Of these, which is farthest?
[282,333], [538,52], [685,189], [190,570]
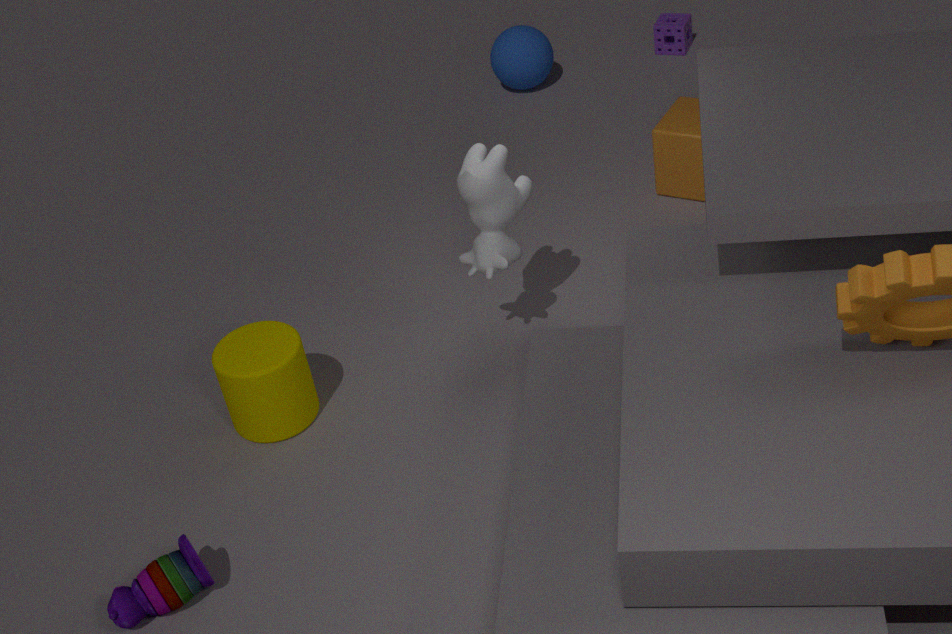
[538,52]
